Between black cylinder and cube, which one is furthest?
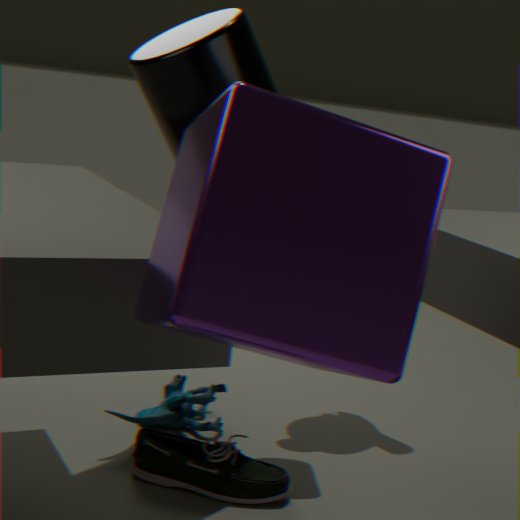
black cylinder
